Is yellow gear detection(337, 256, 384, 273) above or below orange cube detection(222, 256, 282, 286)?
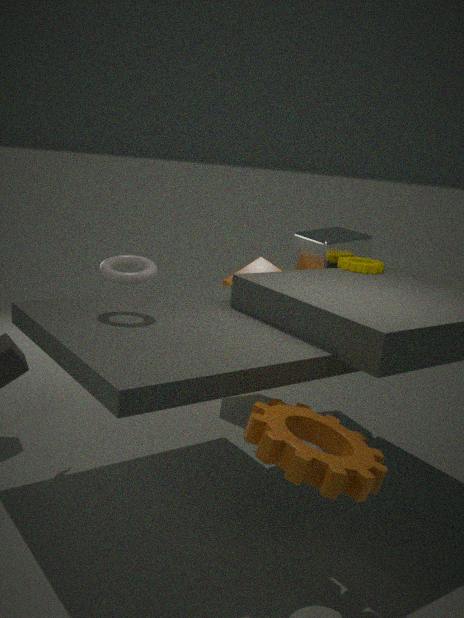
above
